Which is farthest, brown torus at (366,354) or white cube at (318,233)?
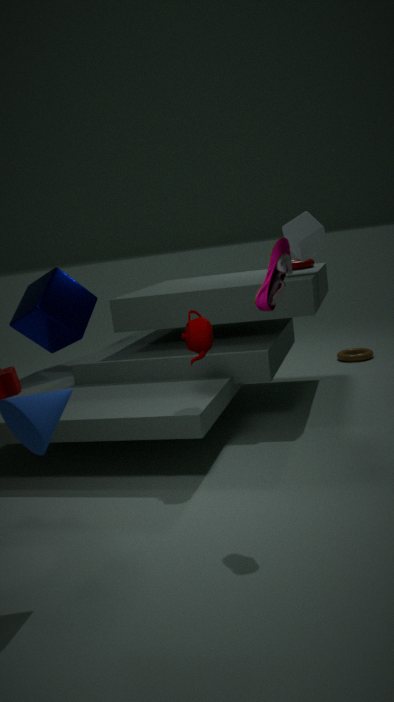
brown torus at (366,354)
